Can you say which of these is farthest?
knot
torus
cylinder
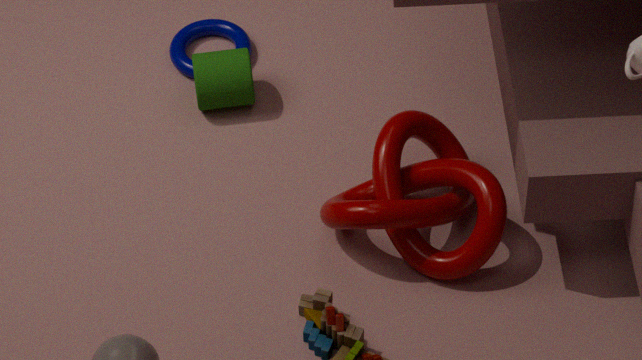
torus
